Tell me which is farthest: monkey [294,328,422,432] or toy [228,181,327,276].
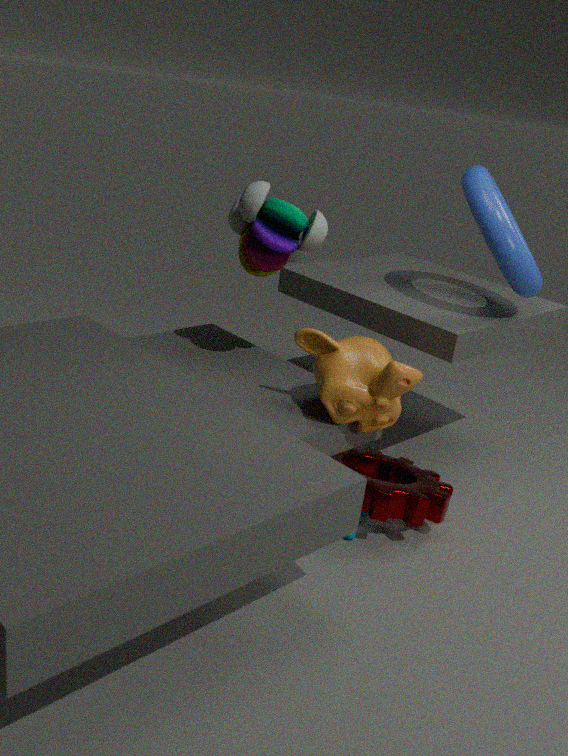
toy [228,181,327,276]
